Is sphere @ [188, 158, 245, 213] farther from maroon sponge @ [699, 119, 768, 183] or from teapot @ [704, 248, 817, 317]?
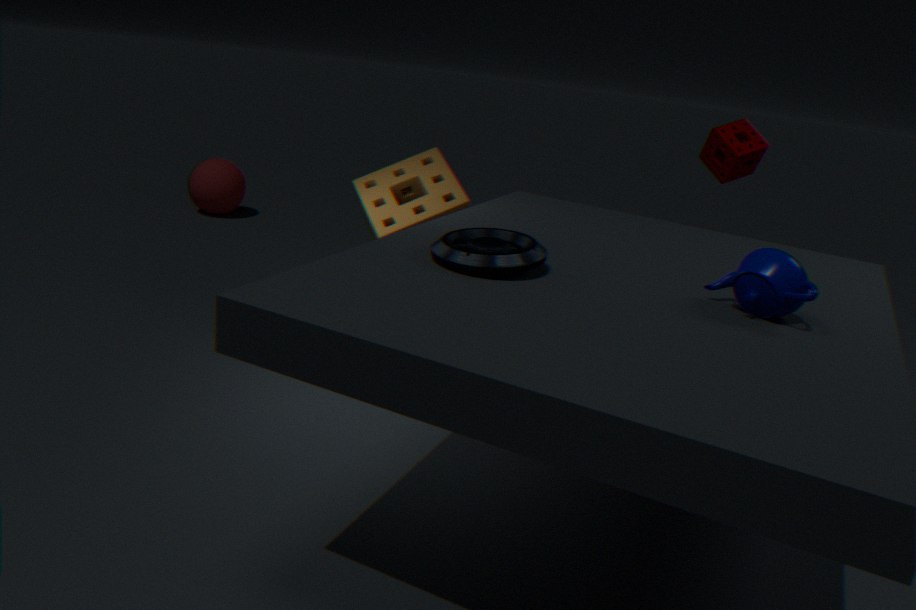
teapot @ [704, 248, 817, 317]
